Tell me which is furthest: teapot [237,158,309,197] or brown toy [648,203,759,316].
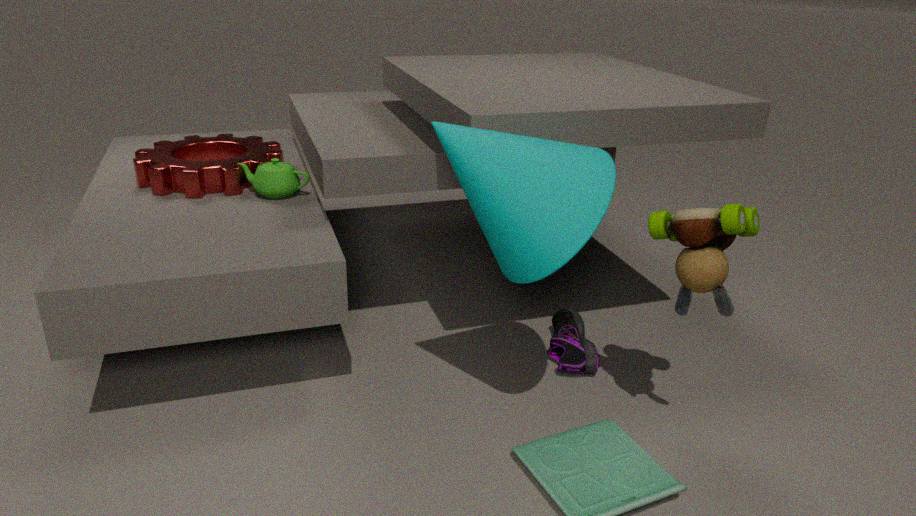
teapot [237,158,309,197]
